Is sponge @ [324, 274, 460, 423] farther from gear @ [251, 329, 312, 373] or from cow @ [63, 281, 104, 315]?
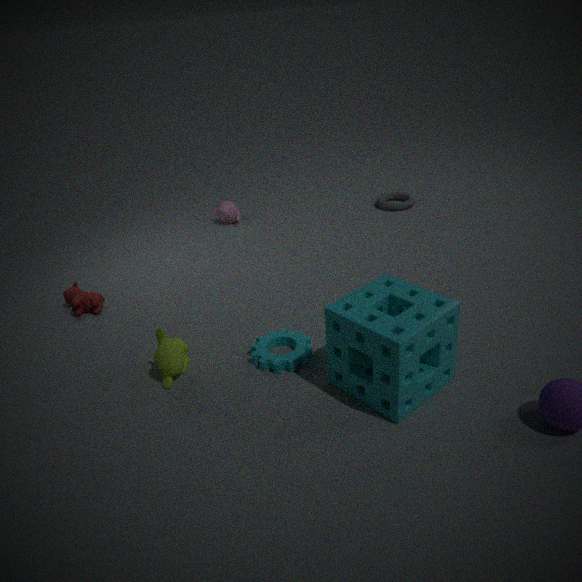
cow @ [63, 281, 104, 315]
